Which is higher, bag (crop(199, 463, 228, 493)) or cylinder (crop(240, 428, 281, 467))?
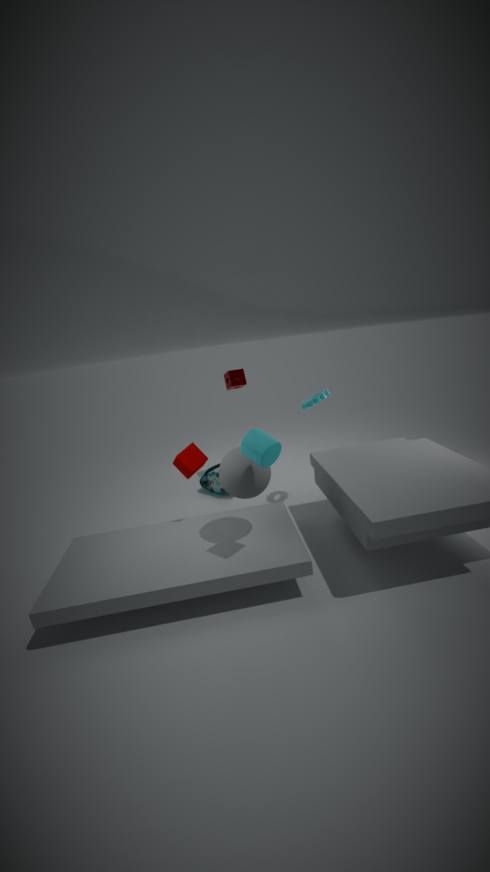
cylinder (crop(240, 428, 281, 467))
